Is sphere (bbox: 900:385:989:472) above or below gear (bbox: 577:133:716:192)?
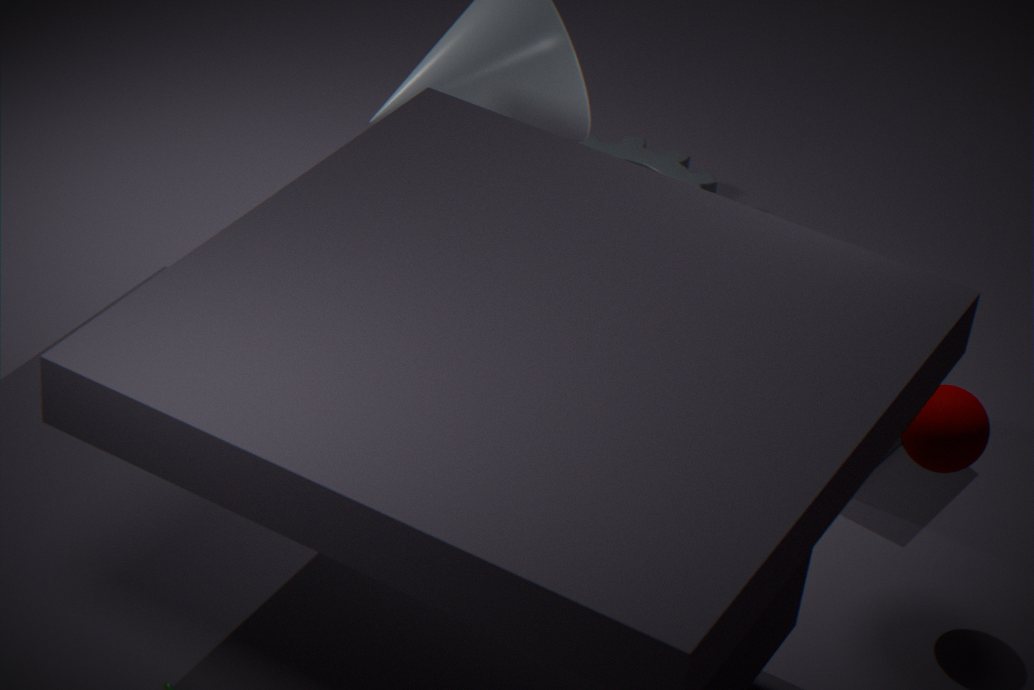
above
